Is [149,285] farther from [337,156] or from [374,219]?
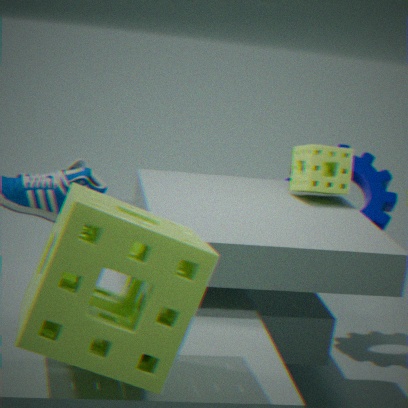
[374,219]
